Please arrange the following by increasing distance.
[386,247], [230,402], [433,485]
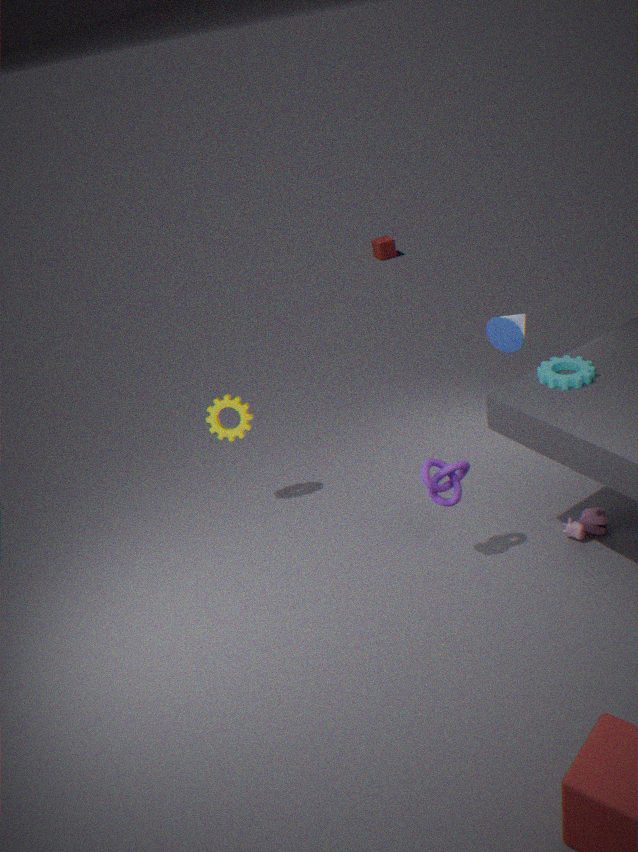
[433,485] → [230,402] → [386,247]
